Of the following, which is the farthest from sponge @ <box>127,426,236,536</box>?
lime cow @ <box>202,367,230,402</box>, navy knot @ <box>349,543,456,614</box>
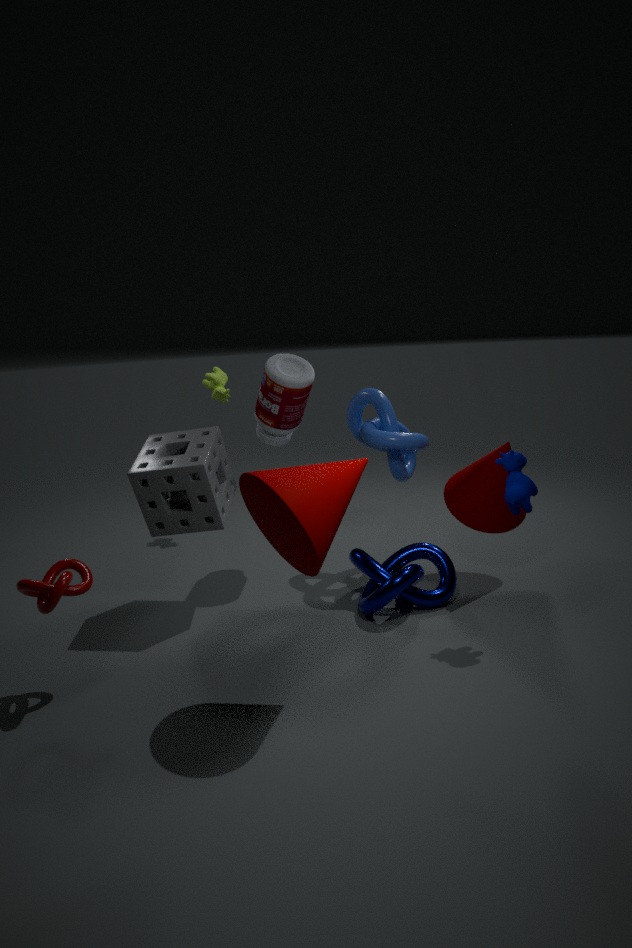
lime cow @ <box>202,367,230,402</box>
